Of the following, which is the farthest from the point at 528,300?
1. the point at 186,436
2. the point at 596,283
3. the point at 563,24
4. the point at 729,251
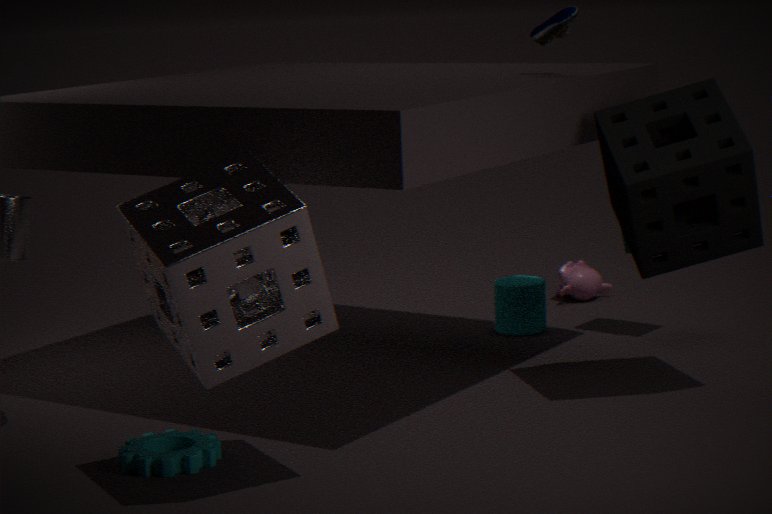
the point at 186,436
